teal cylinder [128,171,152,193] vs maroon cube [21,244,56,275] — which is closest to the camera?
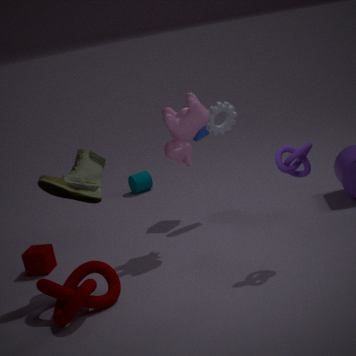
maroon cube [21,244,56,275]
